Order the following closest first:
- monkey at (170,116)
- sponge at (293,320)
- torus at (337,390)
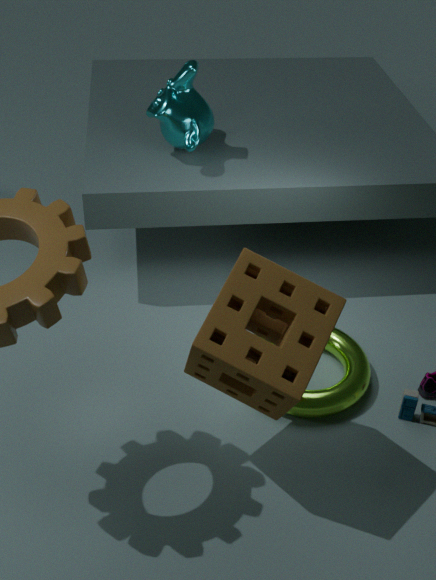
sponge at (293,320) < torus at (337,390) < monkey at (170,116)
